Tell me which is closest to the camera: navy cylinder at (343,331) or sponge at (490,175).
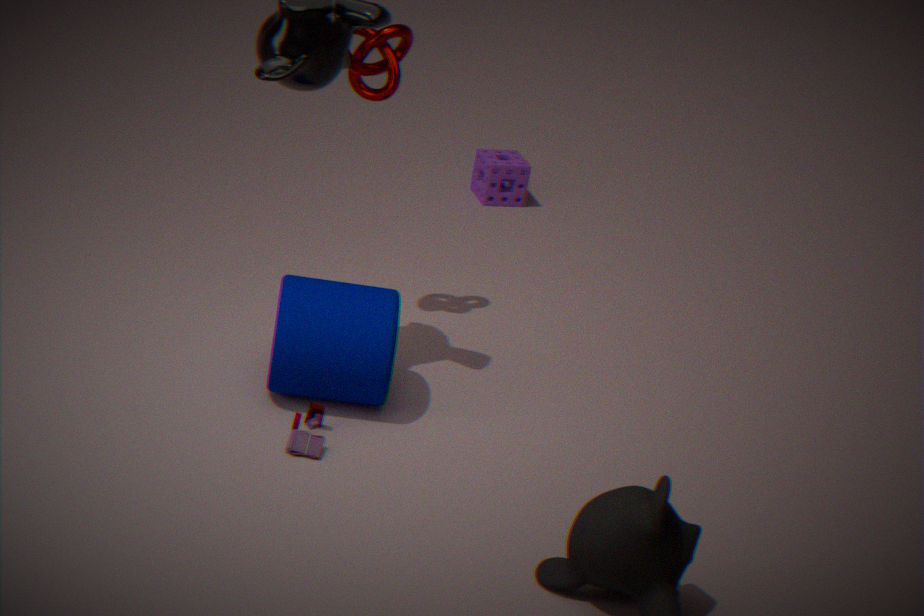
navy cylinder at (343,331)
